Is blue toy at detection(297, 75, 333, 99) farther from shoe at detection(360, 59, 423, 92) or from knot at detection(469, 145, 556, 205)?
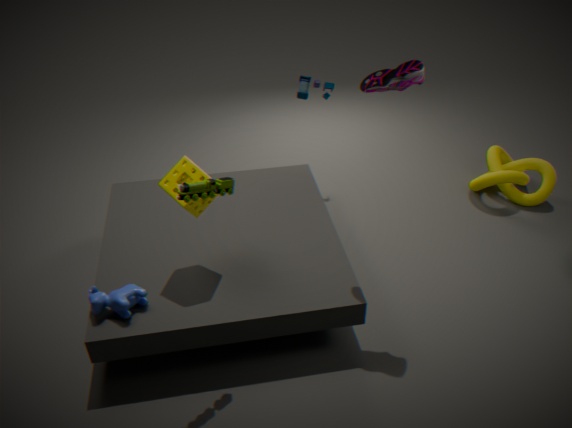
knot at detection(469, 145, 556, 205)
